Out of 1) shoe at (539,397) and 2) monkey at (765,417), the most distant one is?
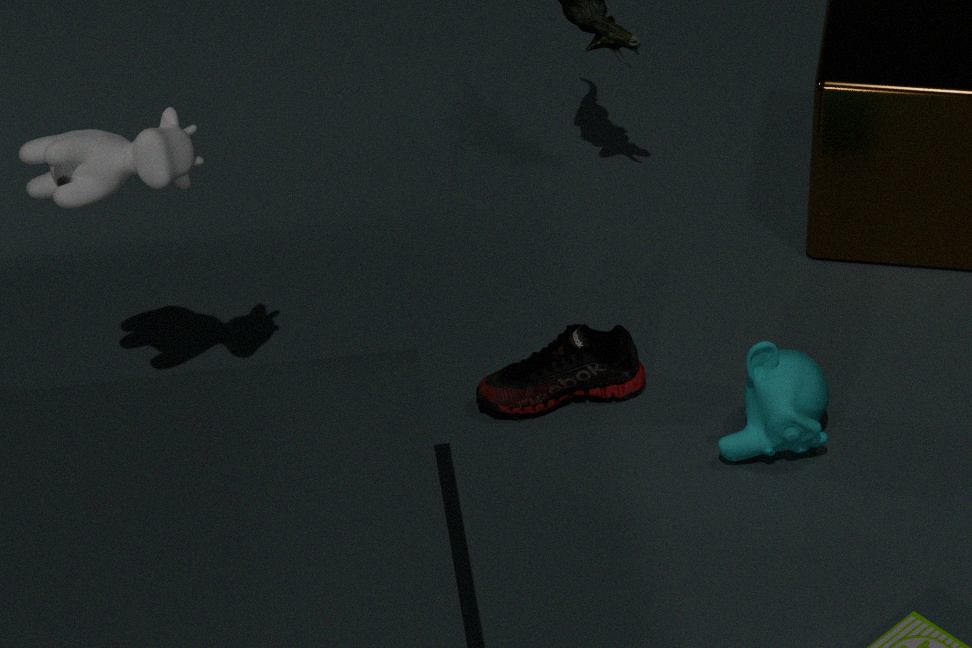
1. shoe at (539,397)
